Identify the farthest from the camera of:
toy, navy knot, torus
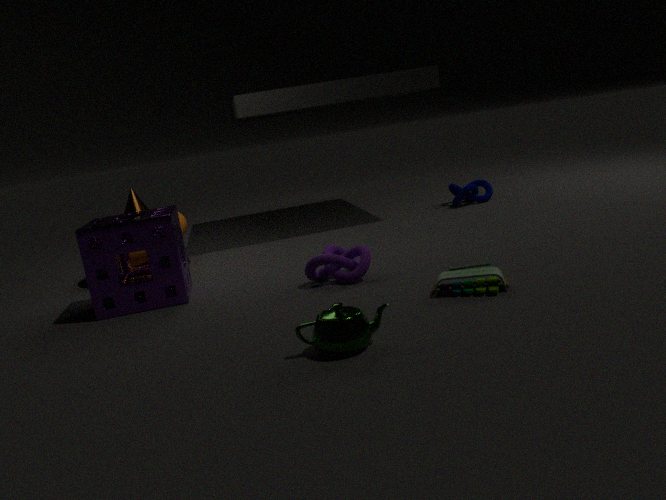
navy knot
